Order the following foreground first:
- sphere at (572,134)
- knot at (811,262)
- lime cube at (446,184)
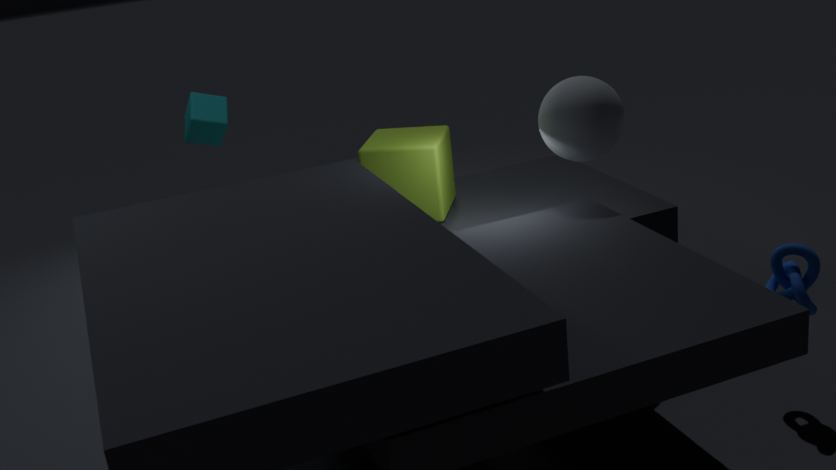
knot at (811,262) < sphere at (572,134) < lime cube at (446,184)
